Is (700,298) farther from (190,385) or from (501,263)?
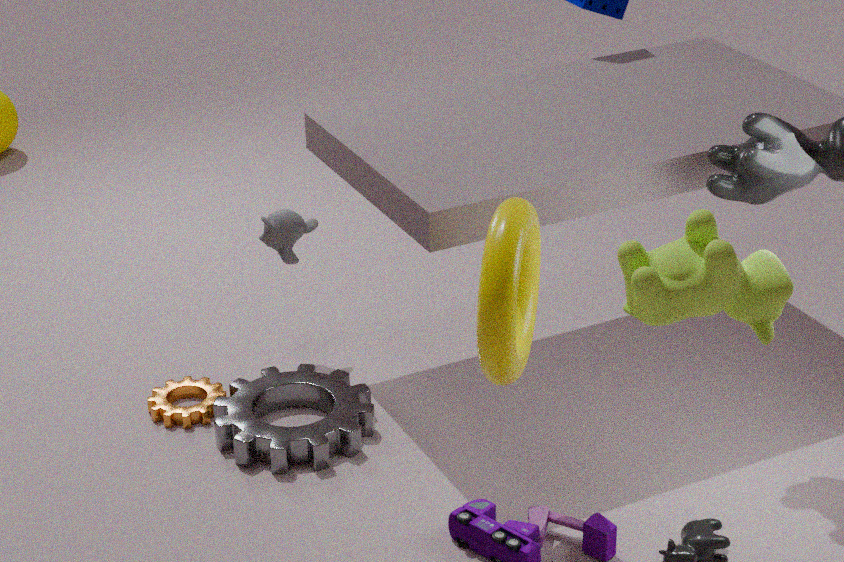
(190,385)
